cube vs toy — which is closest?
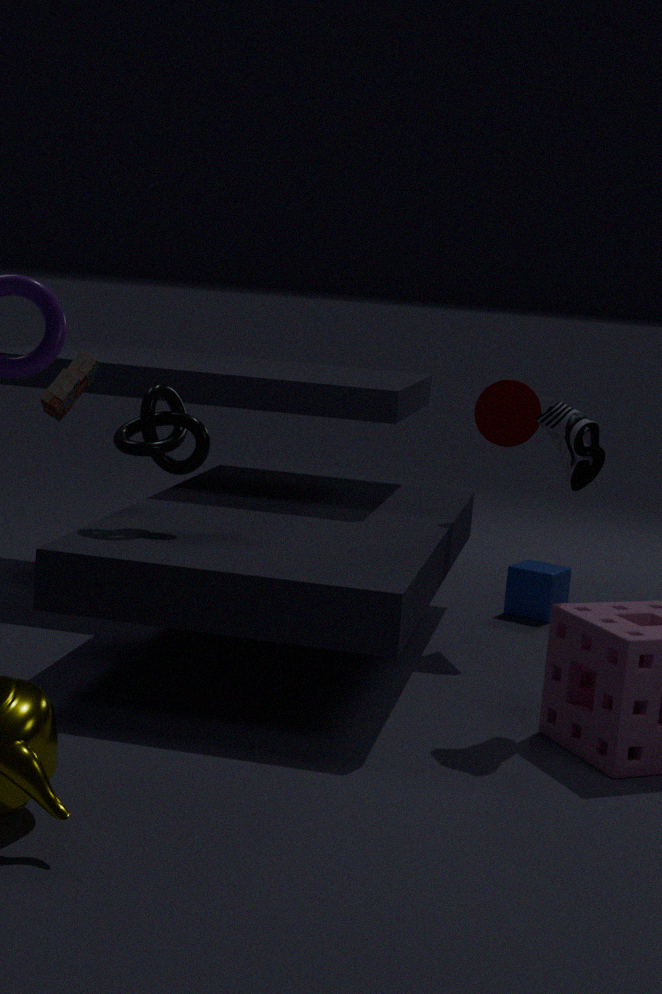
toy
